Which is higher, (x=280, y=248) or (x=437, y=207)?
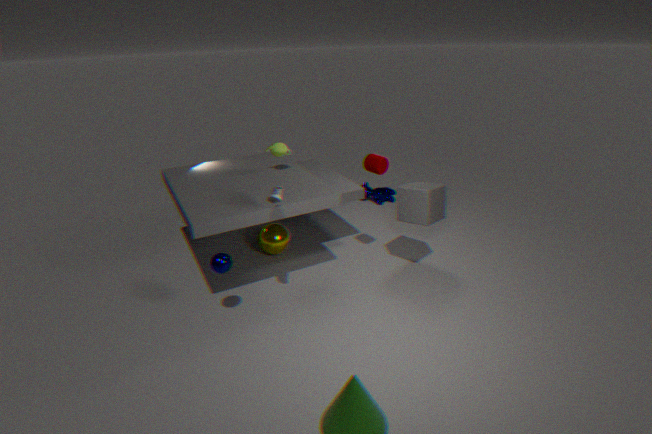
(x=437, y=207)
